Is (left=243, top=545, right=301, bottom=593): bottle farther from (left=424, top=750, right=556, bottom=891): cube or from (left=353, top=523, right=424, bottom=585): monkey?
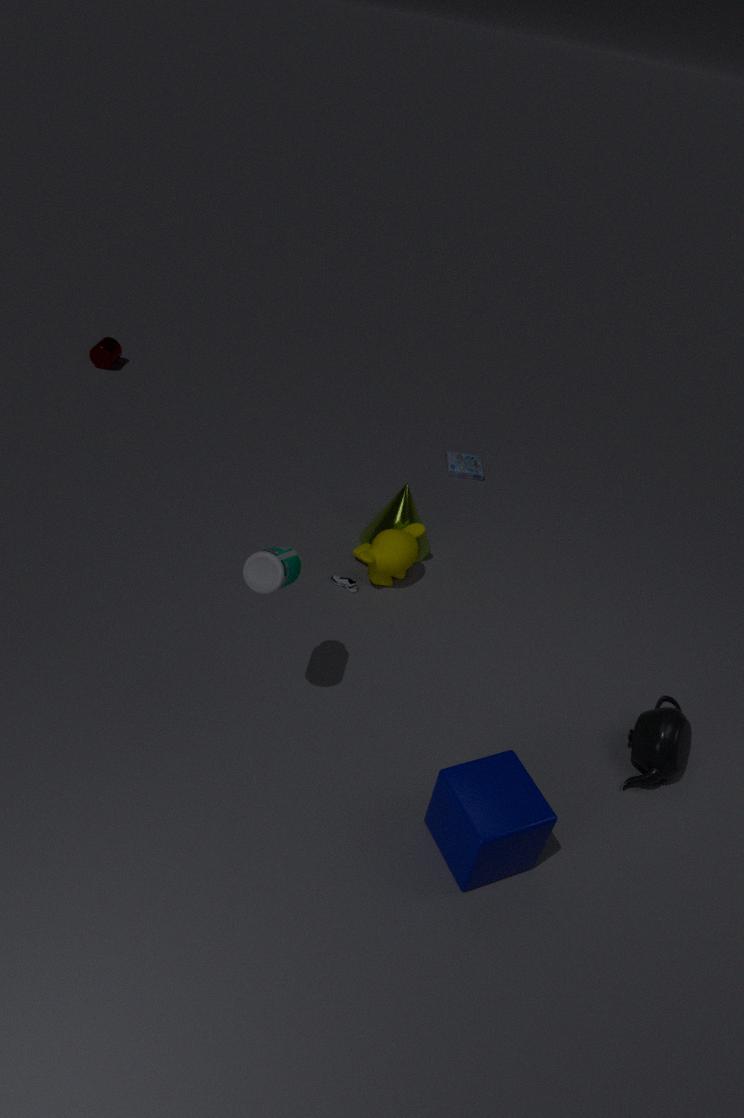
(left=424, top=750, right=556, bottom=891): cube
